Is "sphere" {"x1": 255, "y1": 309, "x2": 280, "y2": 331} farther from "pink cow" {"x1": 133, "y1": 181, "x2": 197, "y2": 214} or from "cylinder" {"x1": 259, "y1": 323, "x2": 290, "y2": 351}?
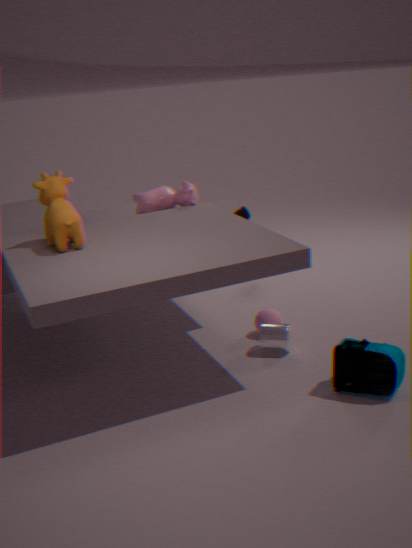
"pink cow" {"x1": 133, "y1": 181, "x2": 197, "y2": 214}
